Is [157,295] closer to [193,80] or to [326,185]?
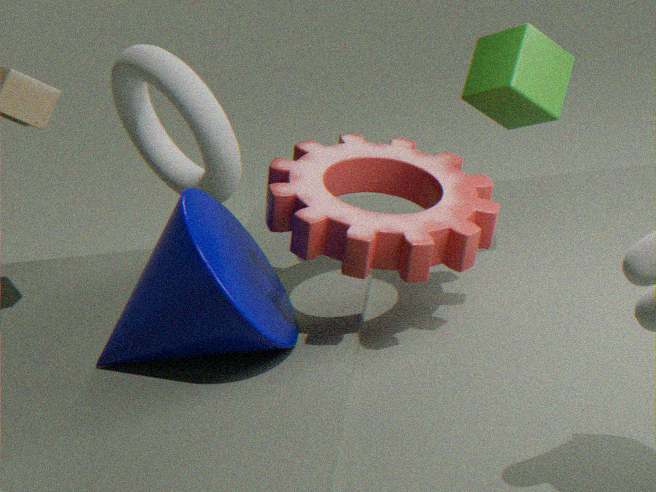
[326,185]
